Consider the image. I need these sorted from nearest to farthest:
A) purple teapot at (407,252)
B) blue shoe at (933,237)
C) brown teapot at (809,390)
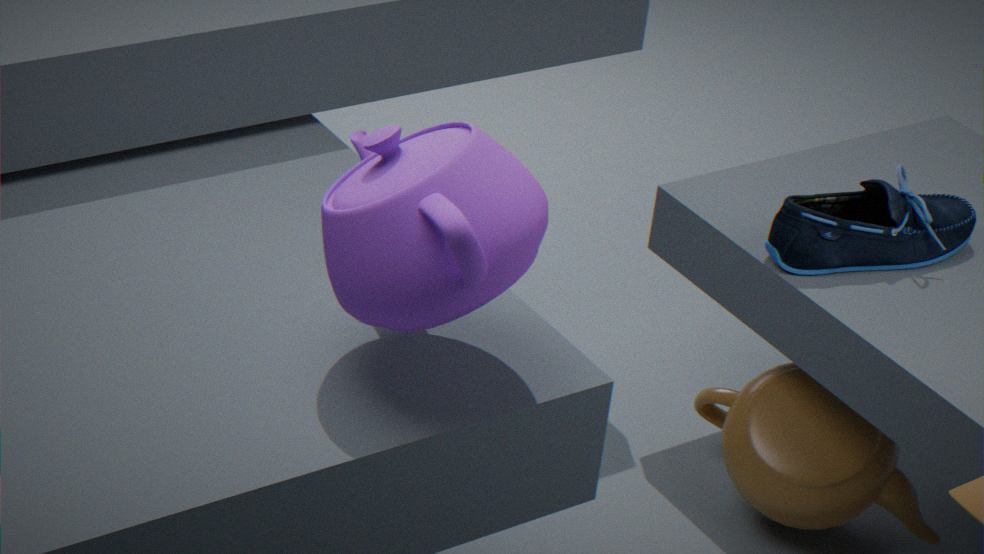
purple teapot at (407,252) → blue shoe at (933,237) → brown teapot at (809,390)
